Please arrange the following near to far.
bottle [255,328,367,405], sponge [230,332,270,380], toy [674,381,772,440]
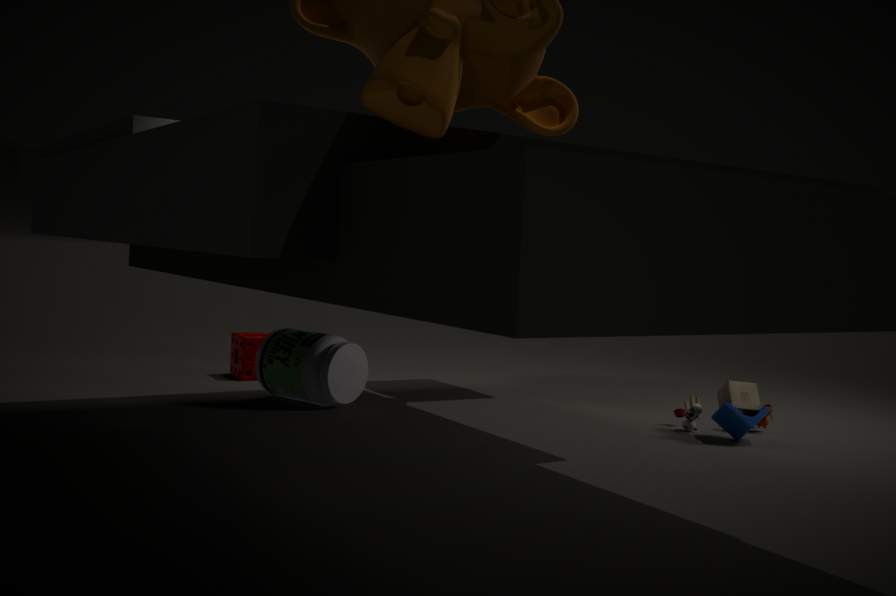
toy [674,381,772,440], bottle [255,328,367,405], sponge [230,332,270,380]
